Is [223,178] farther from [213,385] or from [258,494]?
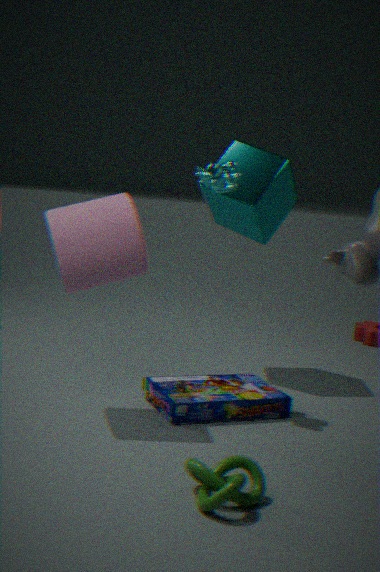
[258,494]
